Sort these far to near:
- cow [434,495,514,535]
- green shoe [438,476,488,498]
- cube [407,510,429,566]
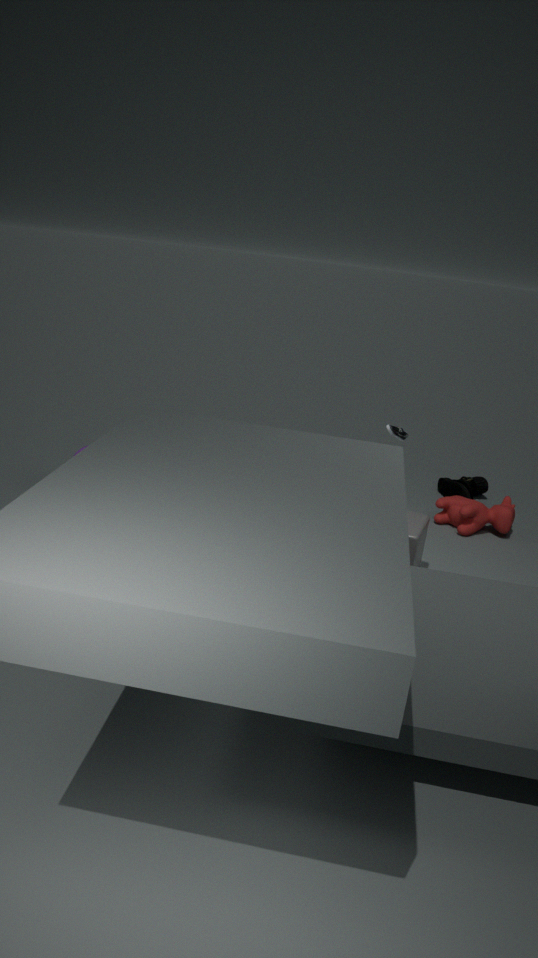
green shoe [438,476,488,498] < cow [434,495,514,535] < cube [407,510,429,566]
